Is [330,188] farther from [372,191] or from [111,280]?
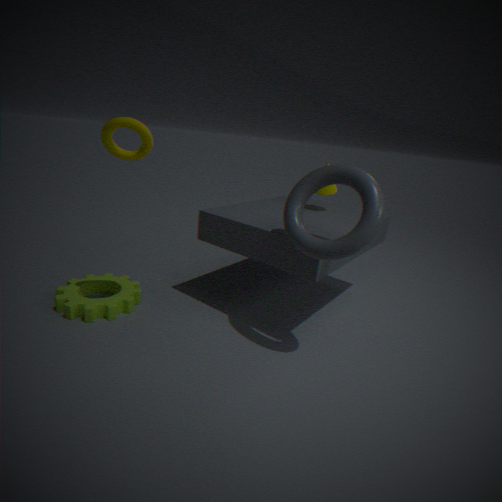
[111,280]
